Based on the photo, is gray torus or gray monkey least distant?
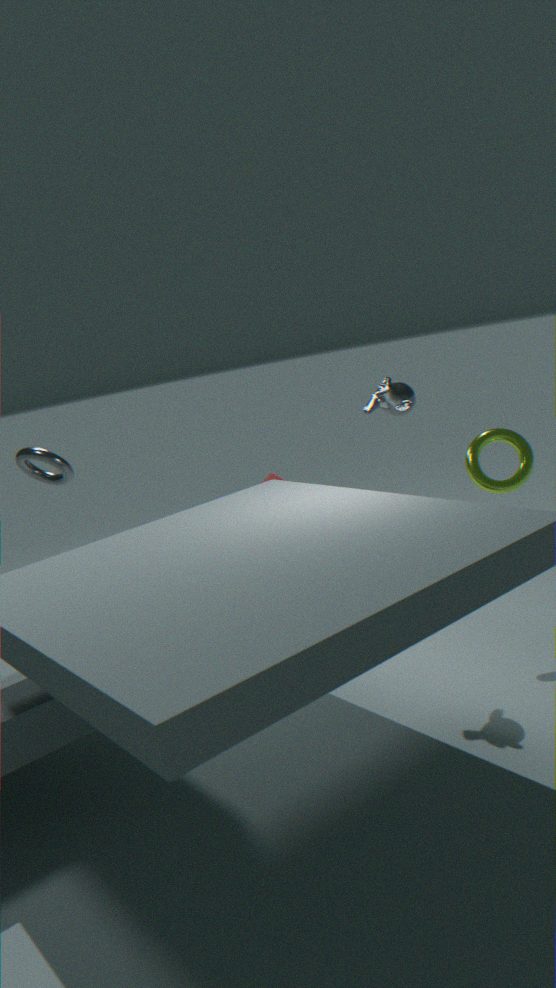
gray monkey
